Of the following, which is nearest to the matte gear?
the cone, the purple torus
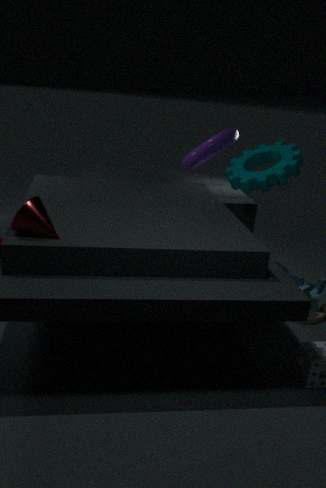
the purple torus
